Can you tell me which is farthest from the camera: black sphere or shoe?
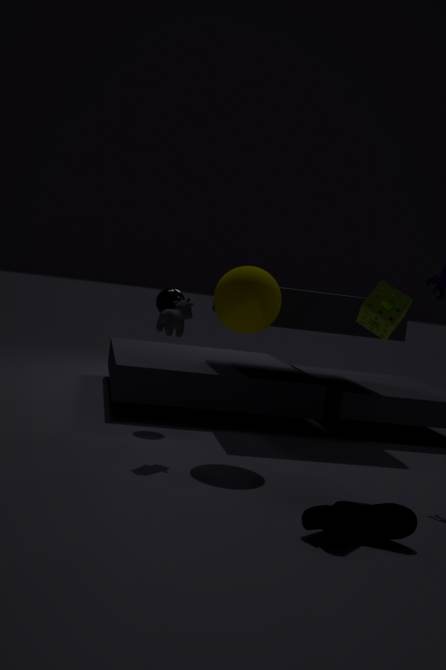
black sphere
